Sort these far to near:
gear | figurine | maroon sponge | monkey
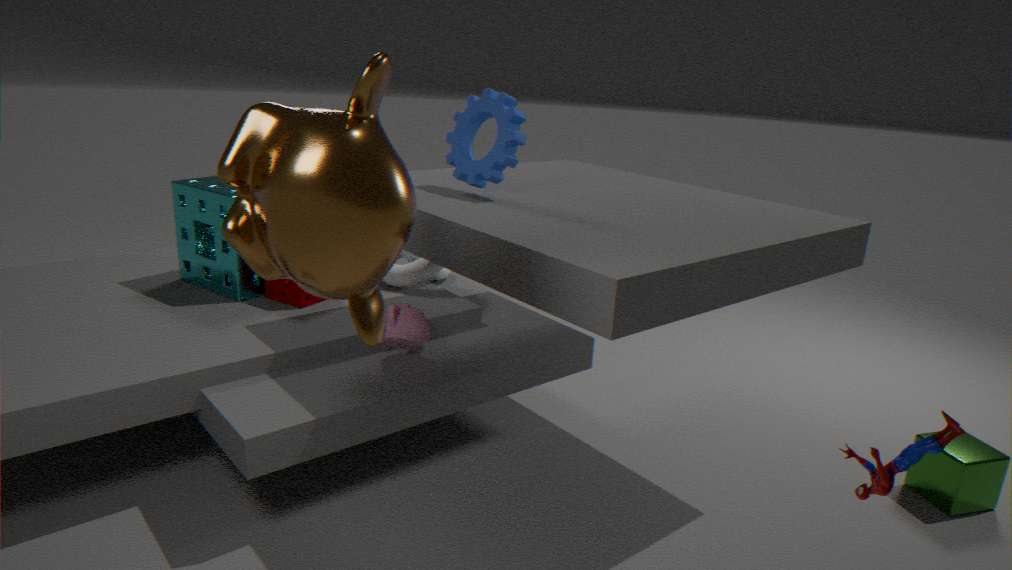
maroon sponge
gear
figurine
monkey
